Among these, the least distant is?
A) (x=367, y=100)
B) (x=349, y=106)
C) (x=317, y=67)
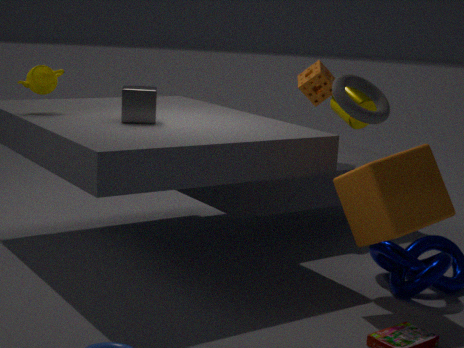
(x=349, y=106)
